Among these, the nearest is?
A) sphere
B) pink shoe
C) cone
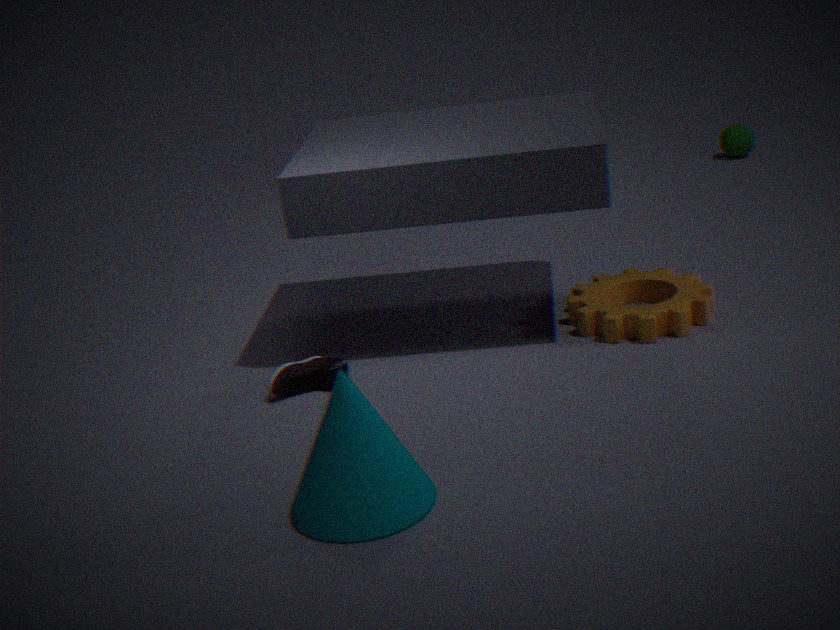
cone
